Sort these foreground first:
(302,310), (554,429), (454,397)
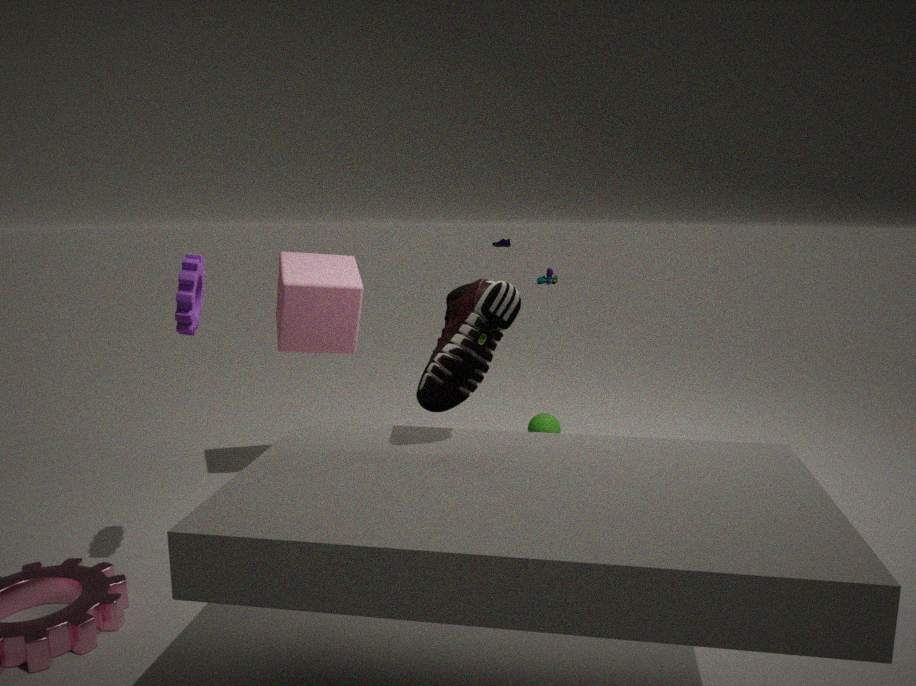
(454,397) < (302,310) < (554,429)
